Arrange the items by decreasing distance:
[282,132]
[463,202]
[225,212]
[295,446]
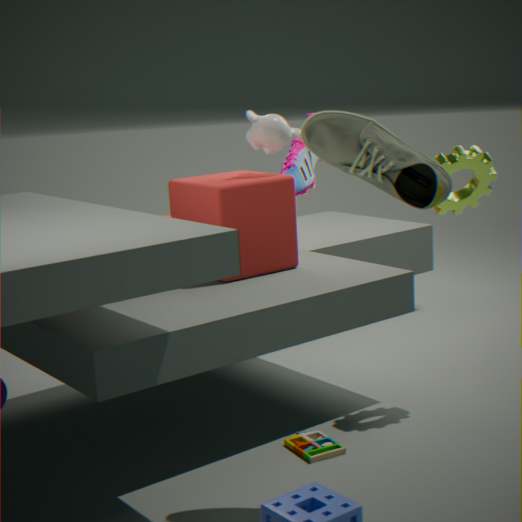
[282,132]
[225,212]
[463,202]
[295,446]
